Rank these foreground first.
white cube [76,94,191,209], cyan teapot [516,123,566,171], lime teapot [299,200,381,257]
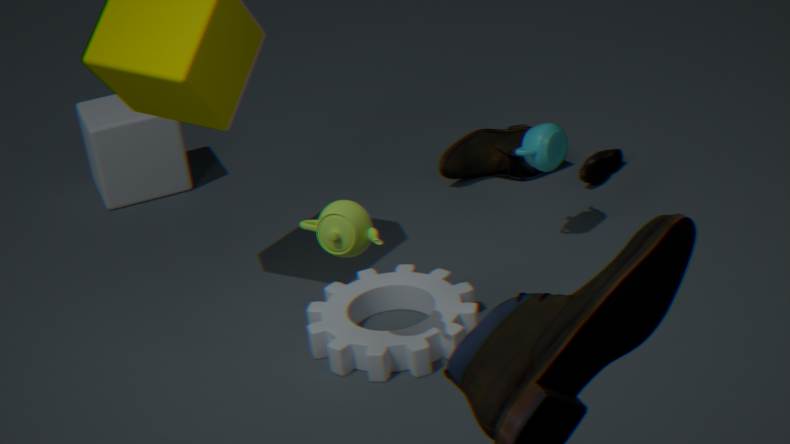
lime teapot [299,200,381,257] → cyan teapot [516,123,566,171] → white cube [76,94,191,209]
